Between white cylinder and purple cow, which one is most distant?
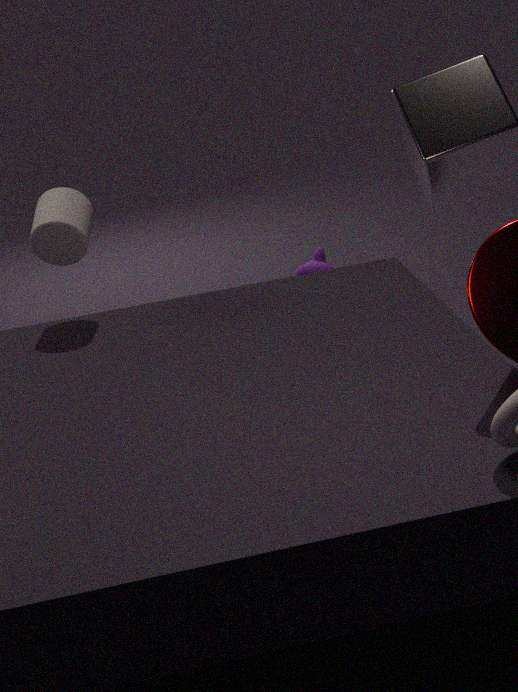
purple cow
